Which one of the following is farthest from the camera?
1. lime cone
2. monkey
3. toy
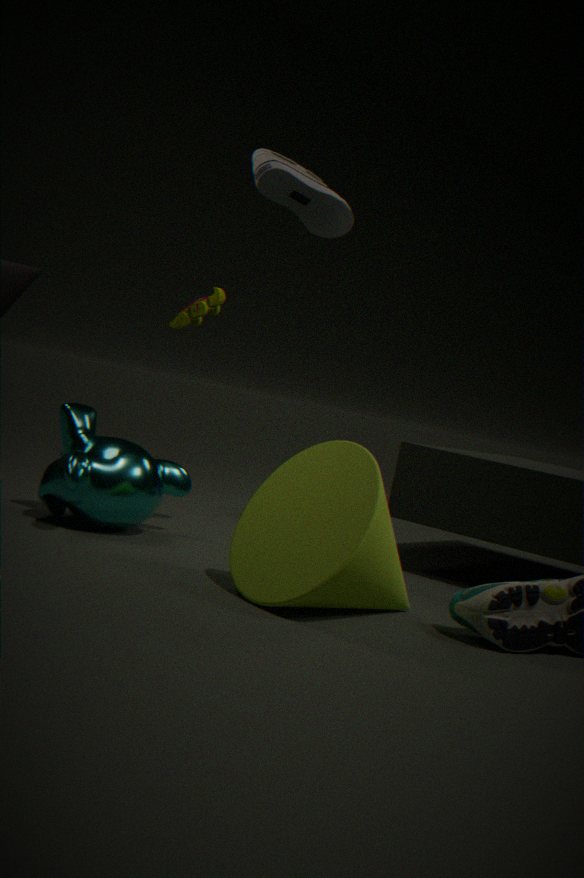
toy
